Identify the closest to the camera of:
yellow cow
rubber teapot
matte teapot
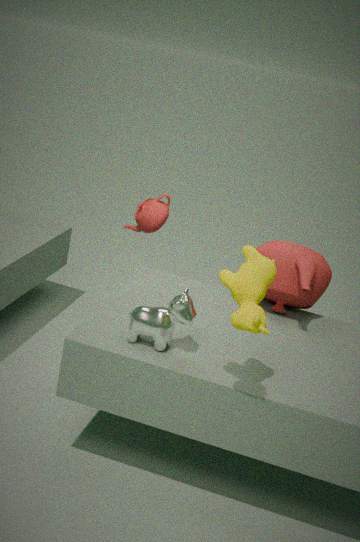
yellow cow
